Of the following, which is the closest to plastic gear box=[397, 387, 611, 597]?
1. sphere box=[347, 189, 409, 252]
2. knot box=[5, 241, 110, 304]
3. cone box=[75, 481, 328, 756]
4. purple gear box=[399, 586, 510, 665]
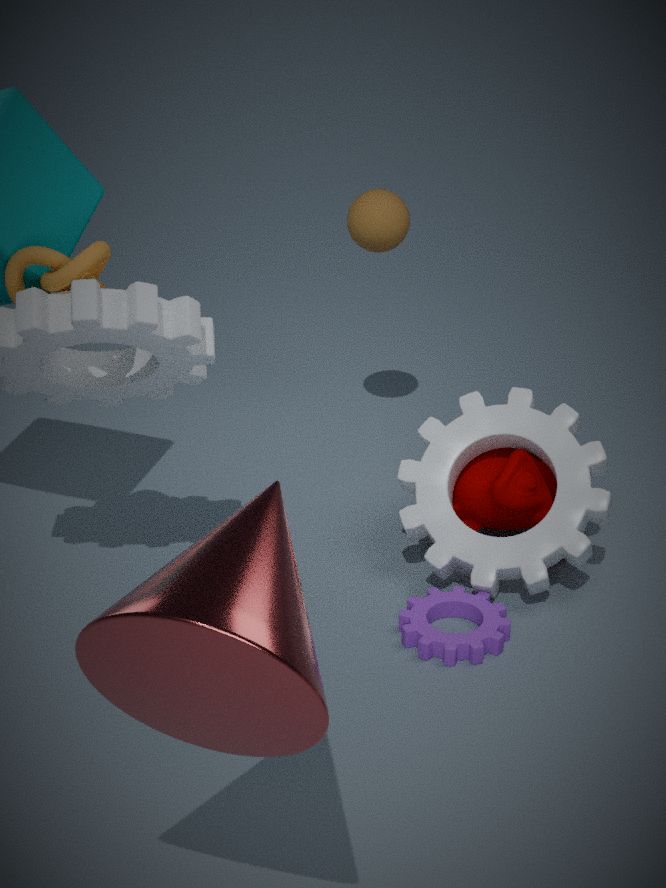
purple gear box=[399, 586, 510, 665]
